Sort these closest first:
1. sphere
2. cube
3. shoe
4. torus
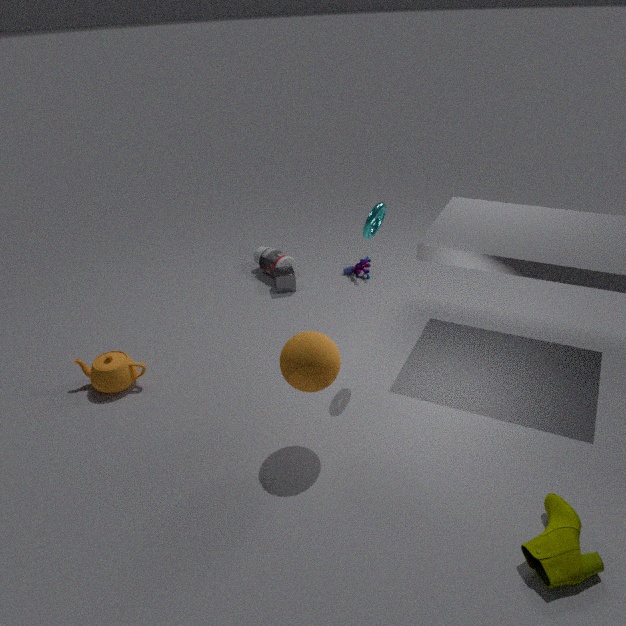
1. shoe
2. sphere
3. torus
4. cube
